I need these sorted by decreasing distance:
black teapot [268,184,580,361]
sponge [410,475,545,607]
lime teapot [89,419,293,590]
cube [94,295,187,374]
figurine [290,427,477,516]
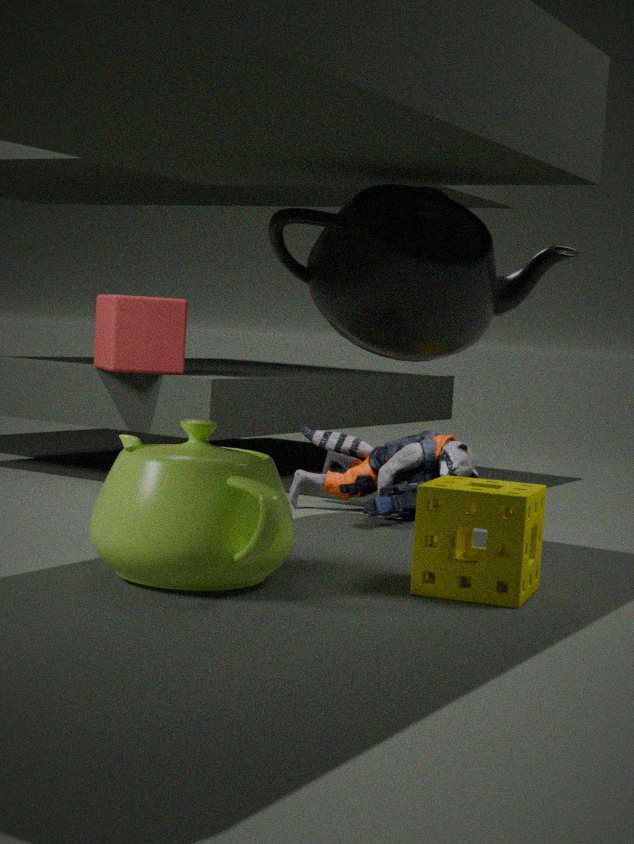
cube [94,295,187,374] → figurine [290,427,477,516] → black teapot [268,184,580,361] → sponge [410,475,545,607] → lime teapot [89,419,293,590]
